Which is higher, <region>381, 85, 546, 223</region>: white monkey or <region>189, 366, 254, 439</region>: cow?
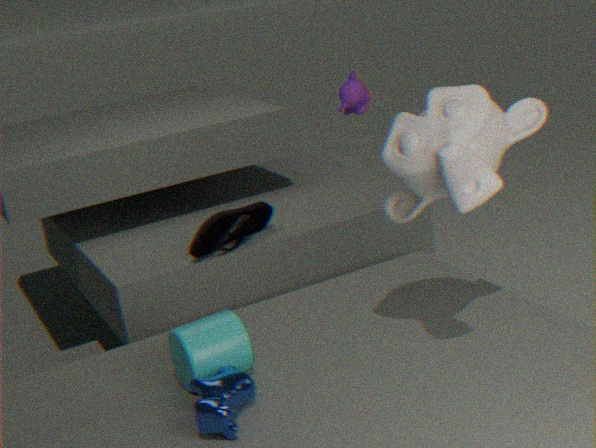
<region>381, 85, 546, 223</region>: white monkey
